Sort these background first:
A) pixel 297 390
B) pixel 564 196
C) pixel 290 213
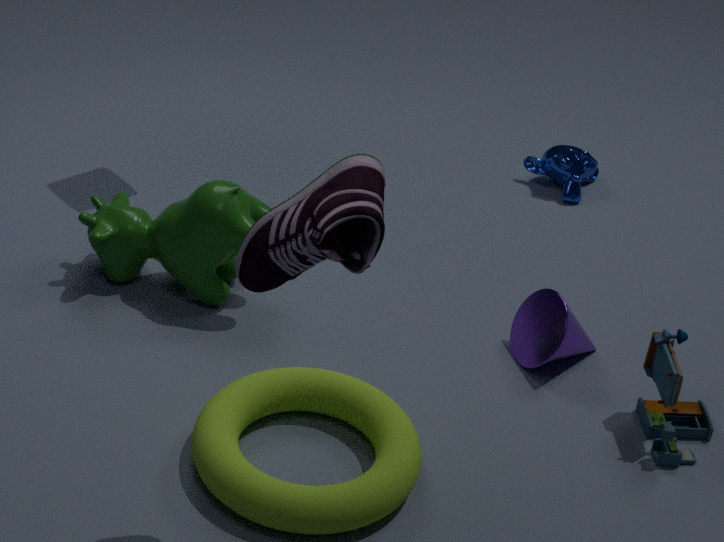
B. pixel 564 196, A. pixel 297 390, C. pixel 290 213
